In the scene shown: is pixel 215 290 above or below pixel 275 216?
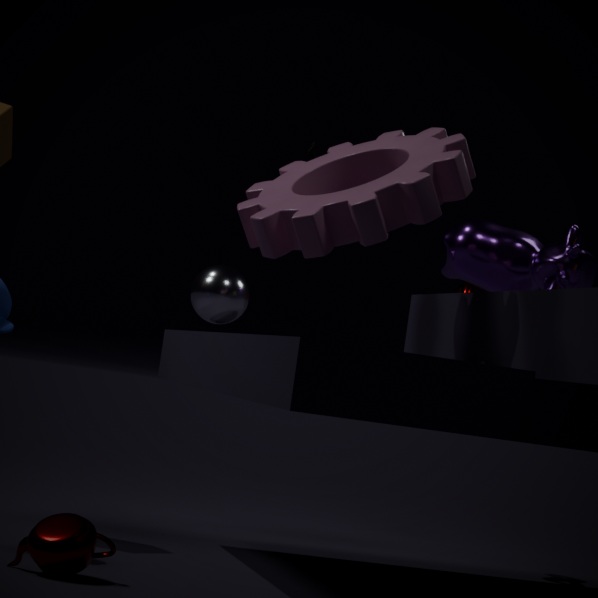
below
